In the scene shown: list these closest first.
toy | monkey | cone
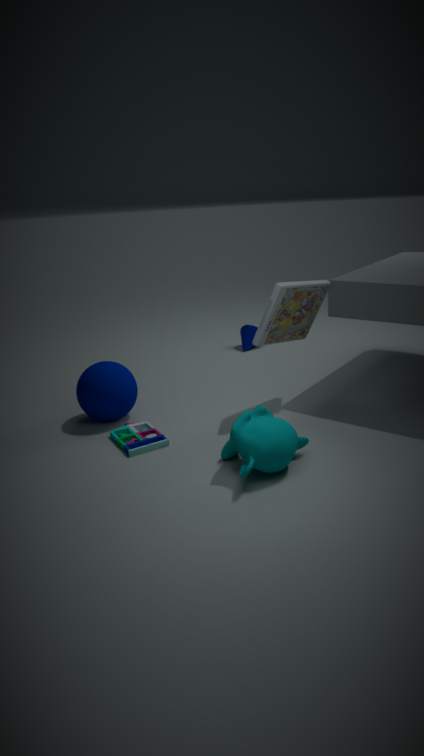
1. monkey
2. toy
3. cone
